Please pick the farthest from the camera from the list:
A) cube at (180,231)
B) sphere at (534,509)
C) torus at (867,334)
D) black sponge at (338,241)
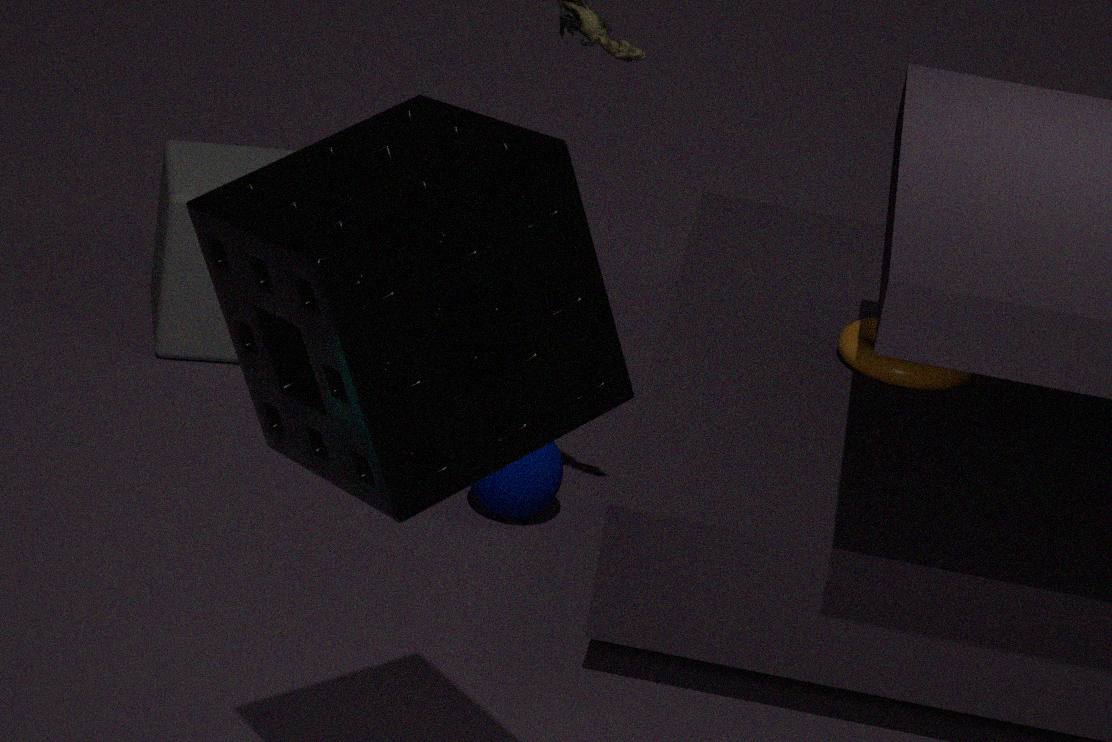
cube at (180,231)
